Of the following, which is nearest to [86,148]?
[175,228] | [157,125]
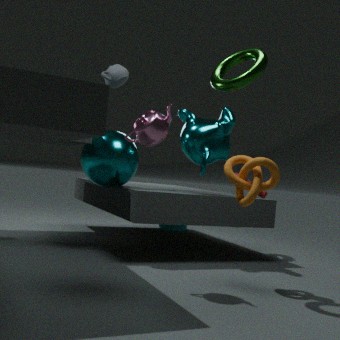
[157,125]
